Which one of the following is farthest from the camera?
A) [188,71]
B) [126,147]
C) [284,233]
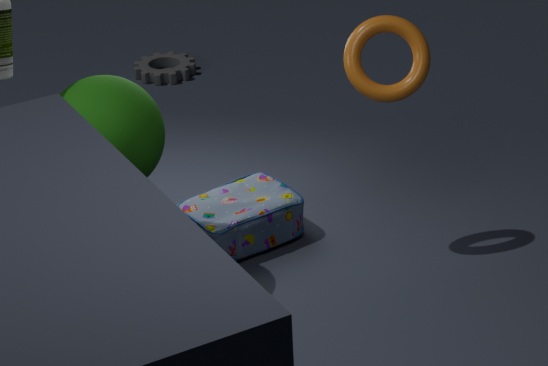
[188,71]
